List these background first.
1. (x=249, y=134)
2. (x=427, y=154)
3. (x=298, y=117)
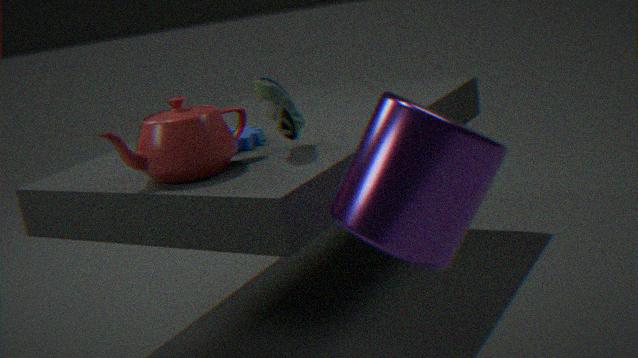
(x=249, y=134), (x=298, y=117), (x=427, y=154)
